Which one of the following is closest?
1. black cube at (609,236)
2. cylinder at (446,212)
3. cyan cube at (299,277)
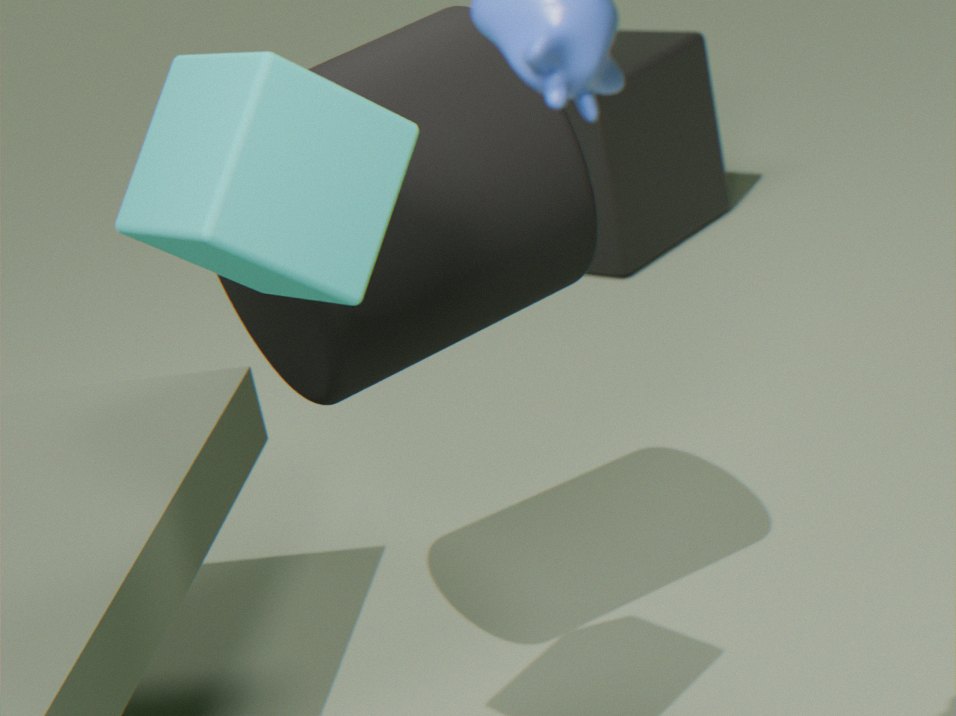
cyan cube at (299,277)
